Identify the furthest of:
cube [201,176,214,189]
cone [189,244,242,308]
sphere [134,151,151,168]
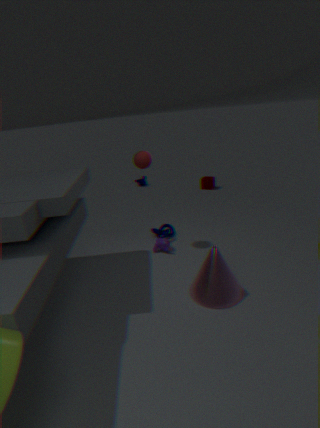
cube [201,176,214,189]
